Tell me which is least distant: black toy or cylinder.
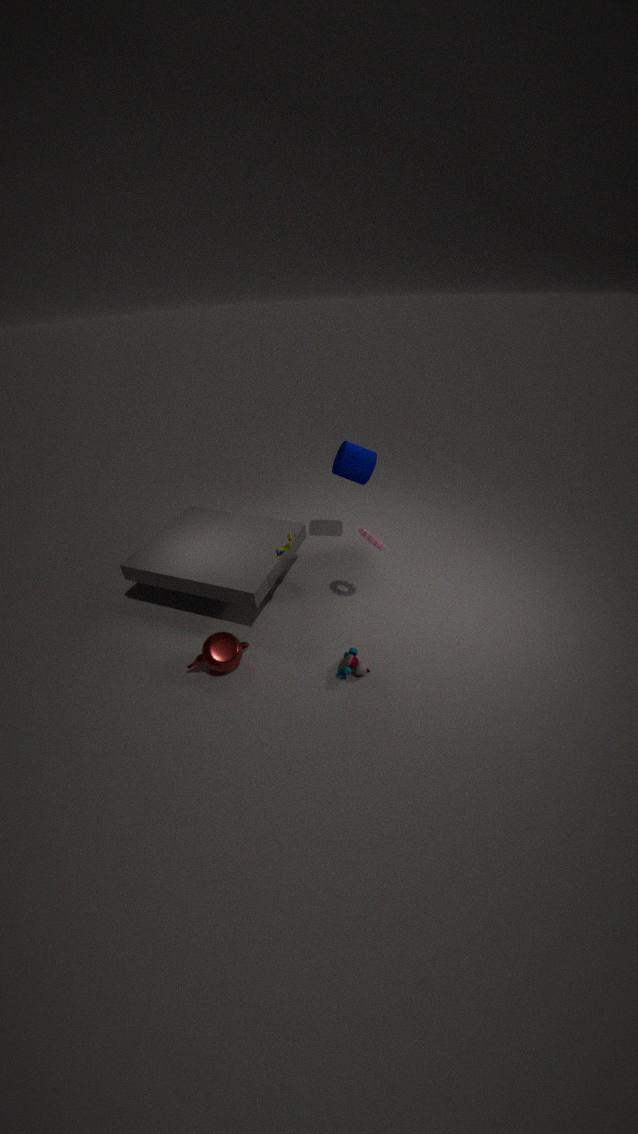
black toy
